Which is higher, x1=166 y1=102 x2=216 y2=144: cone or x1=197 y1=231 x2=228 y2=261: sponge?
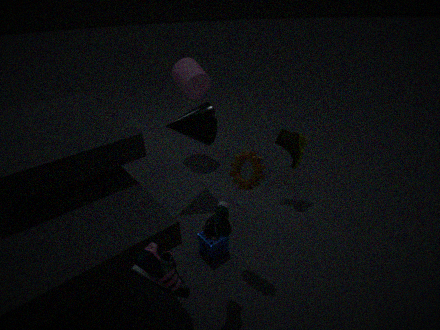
x1=166 y1=102 x2=216 y2=144: cone
